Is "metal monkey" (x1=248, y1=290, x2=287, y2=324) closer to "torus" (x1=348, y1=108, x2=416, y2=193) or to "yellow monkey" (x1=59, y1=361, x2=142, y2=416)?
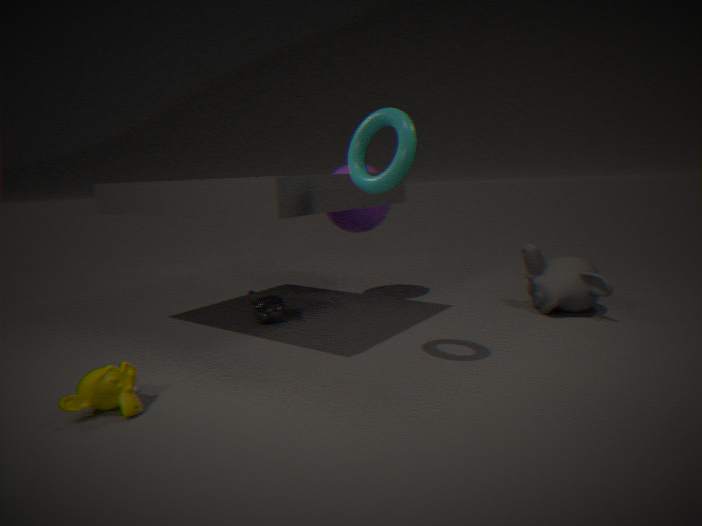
"yellow monkey" (x1=59, y1=361, x2=142, y2=416)
